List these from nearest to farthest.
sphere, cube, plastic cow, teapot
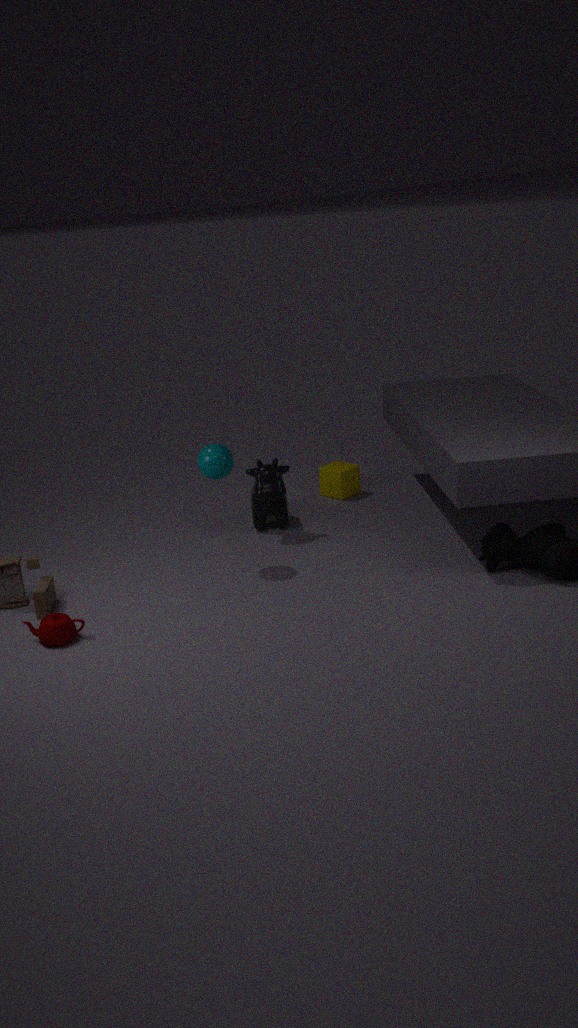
teapot → sphere → plastic cow → cube
